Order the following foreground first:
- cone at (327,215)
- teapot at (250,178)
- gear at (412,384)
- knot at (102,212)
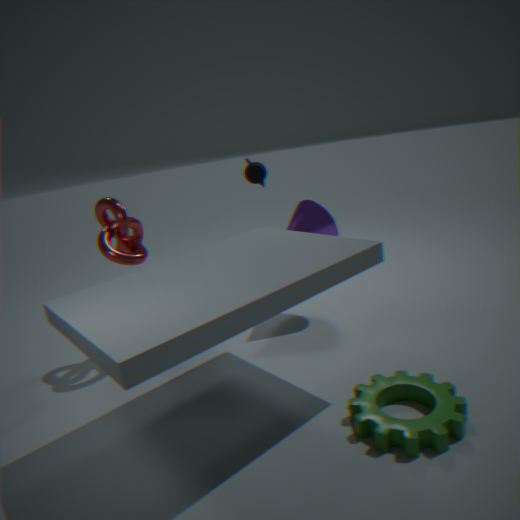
gear at (412,384) < knot at (102,212) < cone at (327,215) < teapot at (250,178)
